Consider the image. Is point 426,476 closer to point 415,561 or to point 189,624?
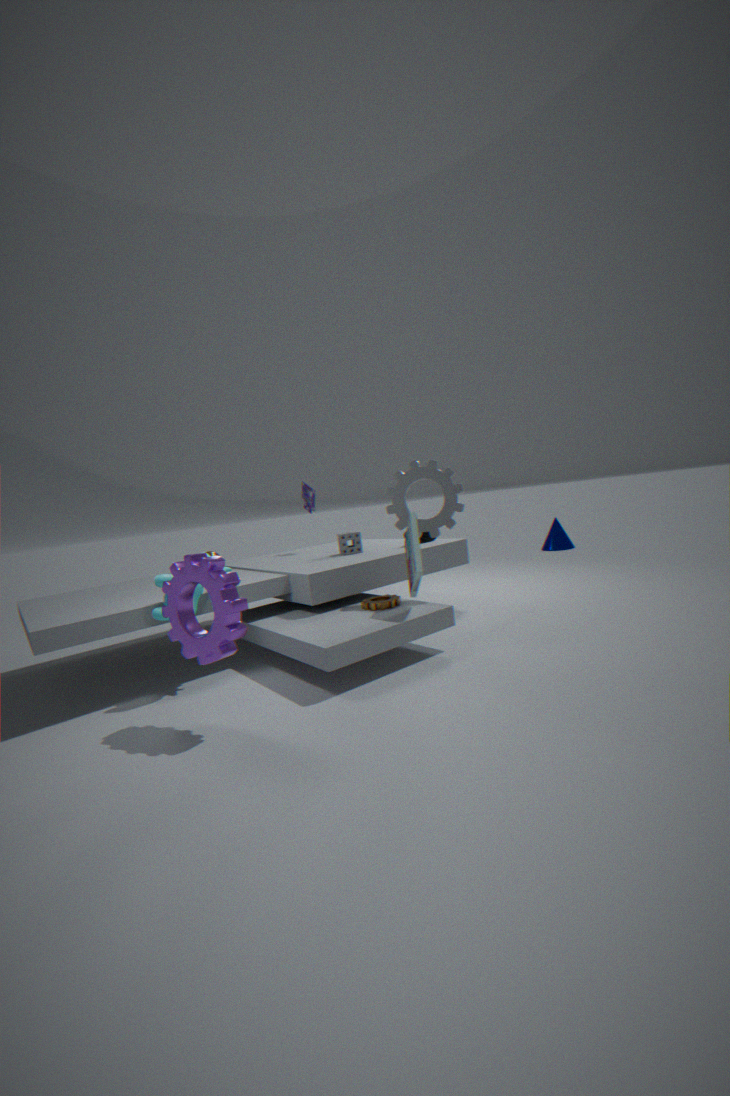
point 415,561
